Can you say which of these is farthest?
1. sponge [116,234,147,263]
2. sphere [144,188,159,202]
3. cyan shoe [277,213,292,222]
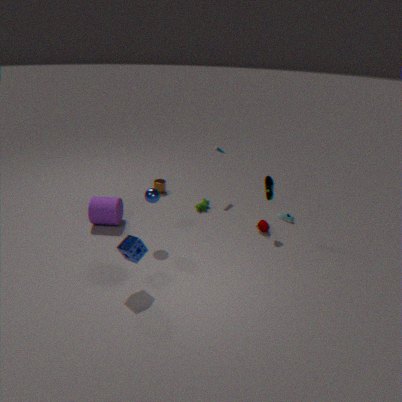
cyan shoe [277,213,292,222]
